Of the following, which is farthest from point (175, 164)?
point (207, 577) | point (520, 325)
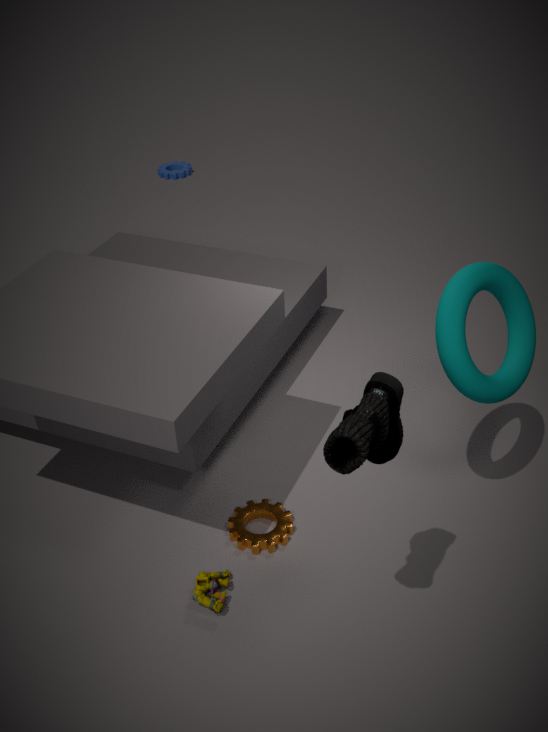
point (207, 577)
